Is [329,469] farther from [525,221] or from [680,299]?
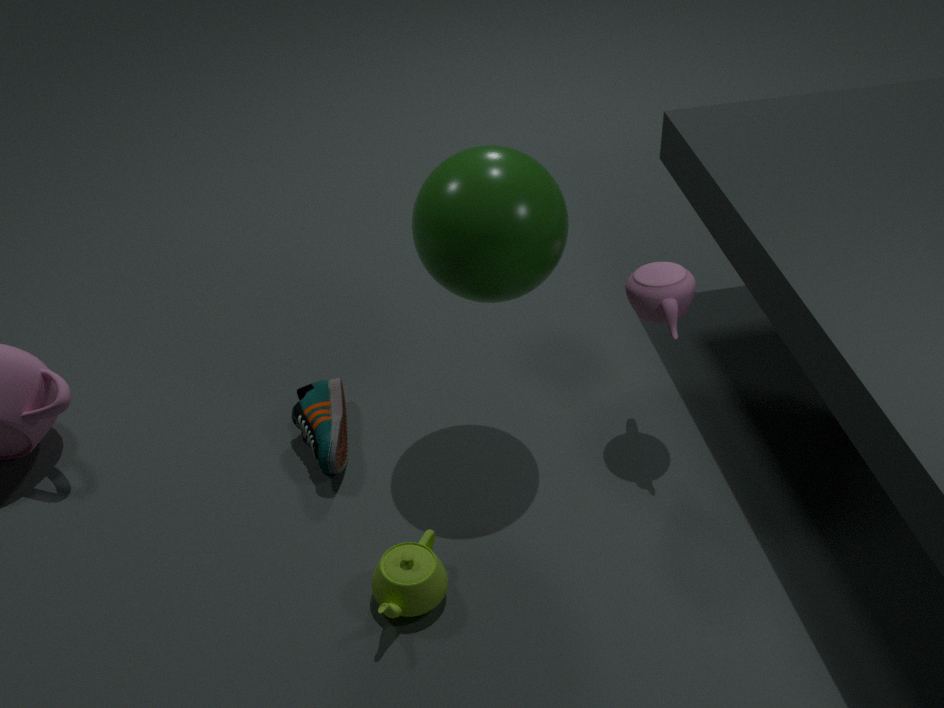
[680,299]
